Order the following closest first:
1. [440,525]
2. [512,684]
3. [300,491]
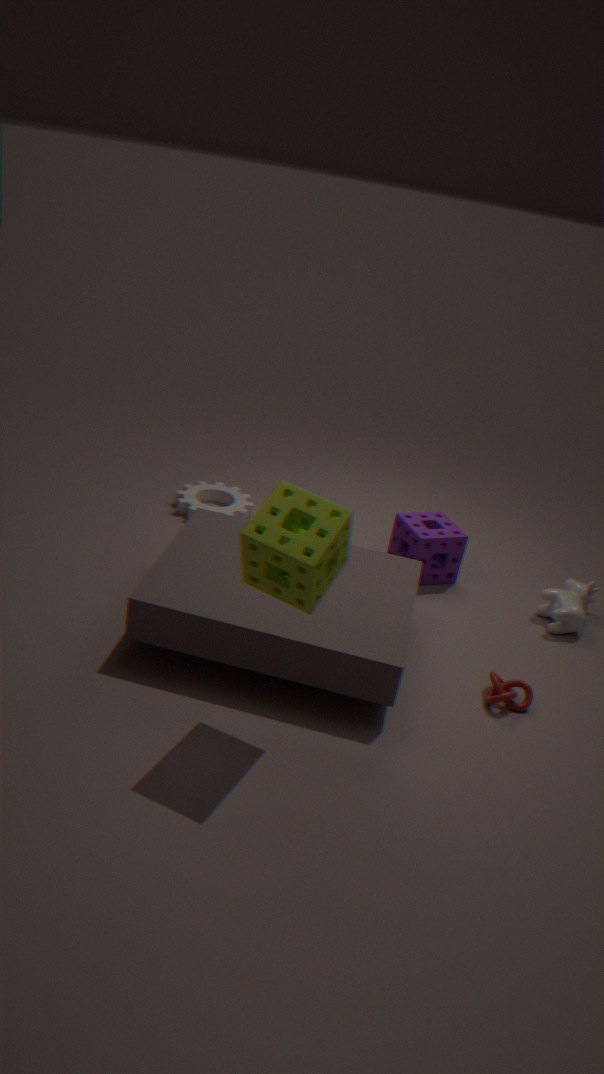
1. [300,491]
2. [512,684]
3. [440,525]
